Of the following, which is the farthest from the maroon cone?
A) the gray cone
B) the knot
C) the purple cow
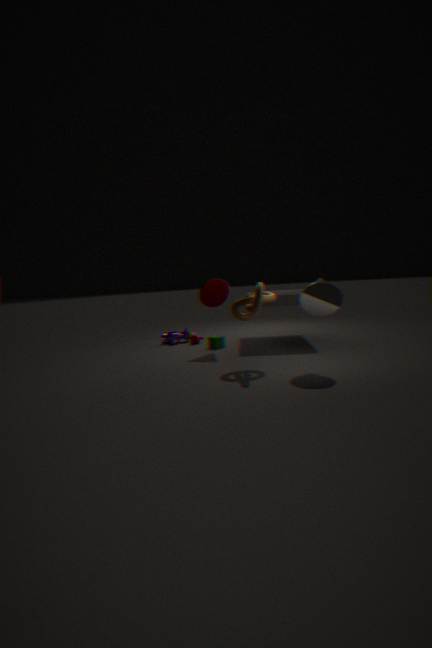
the gray cone
